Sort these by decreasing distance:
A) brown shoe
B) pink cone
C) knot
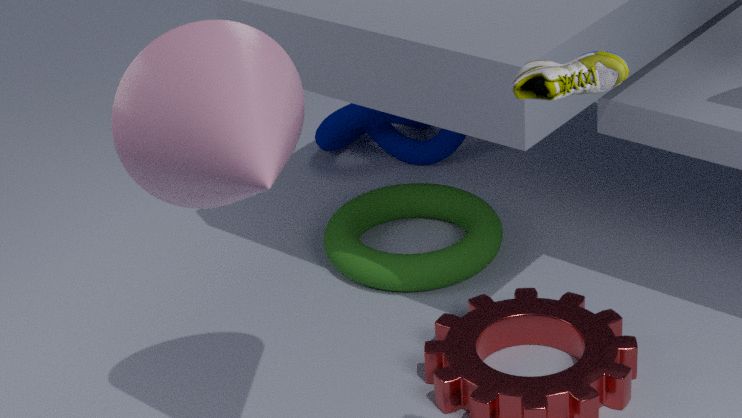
knot < pink cone < brown shoe
